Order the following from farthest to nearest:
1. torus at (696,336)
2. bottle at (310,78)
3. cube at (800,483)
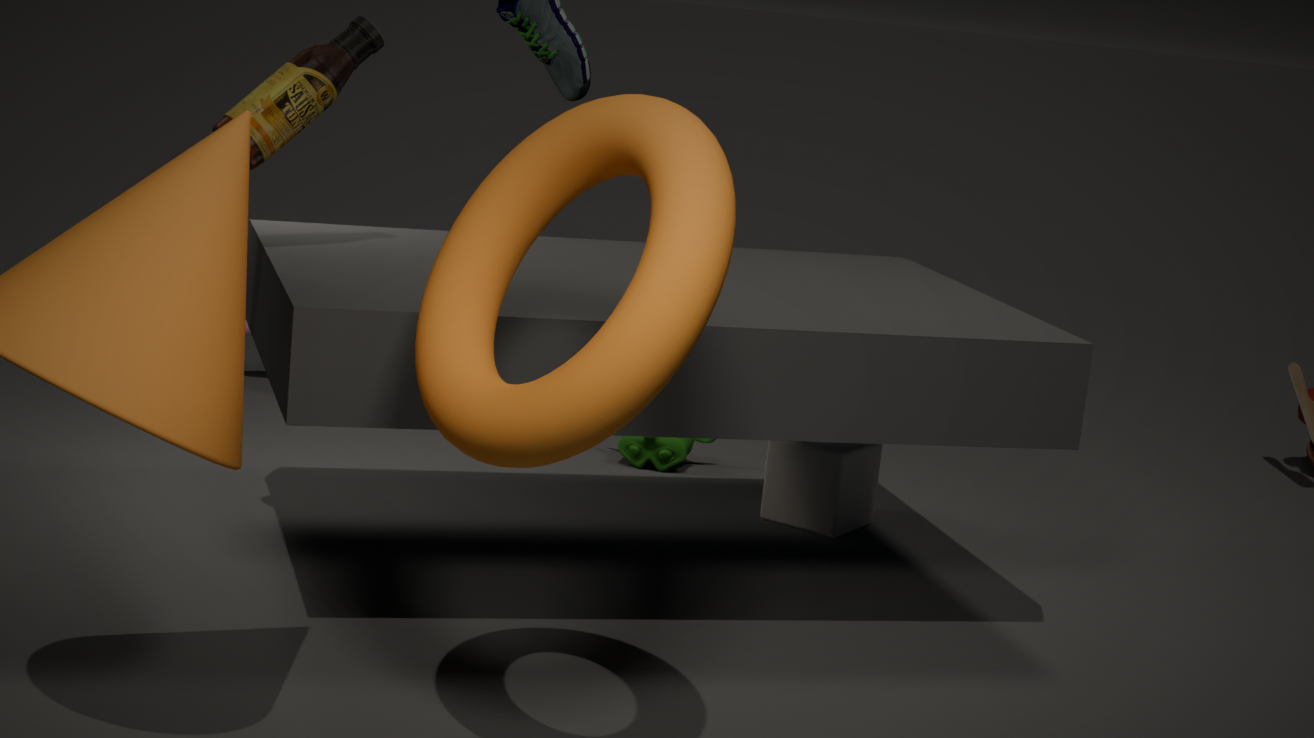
cube at (800,483) < bottle at (310,78) < torus at (696,336)
